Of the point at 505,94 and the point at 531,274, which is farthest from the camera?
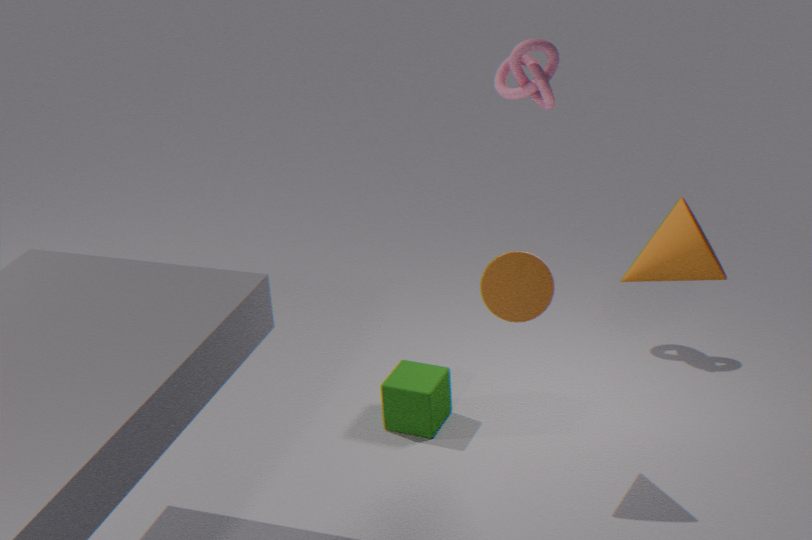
the point at 505,94
